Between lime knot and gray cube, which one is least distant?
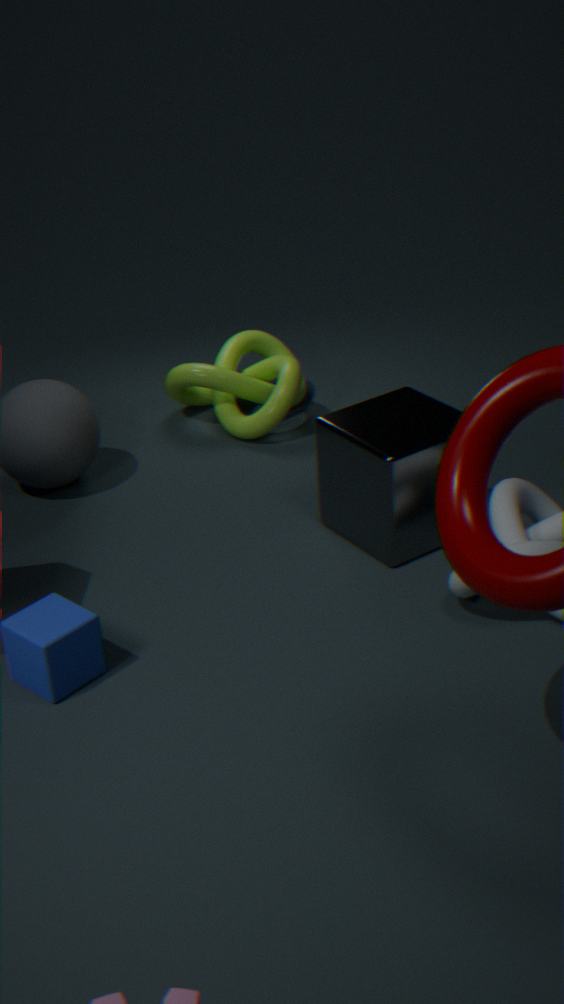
gray cube
